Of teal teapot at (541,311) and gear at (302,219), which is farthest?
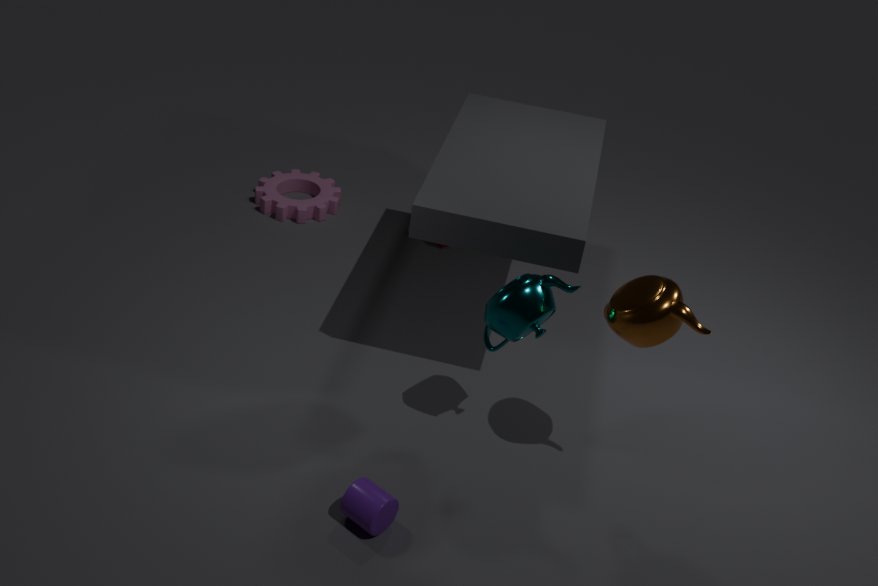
gear at (302,219)
